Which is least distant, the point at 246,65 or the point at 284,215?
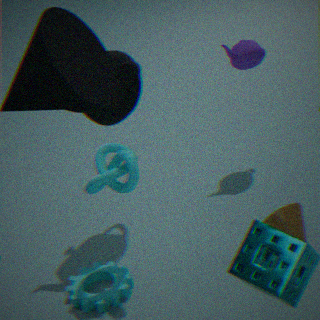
the point at 284,215
